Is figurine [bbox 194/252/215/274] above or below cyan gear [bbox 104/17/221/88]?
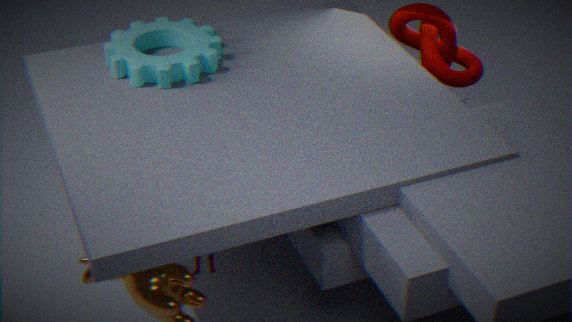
below
